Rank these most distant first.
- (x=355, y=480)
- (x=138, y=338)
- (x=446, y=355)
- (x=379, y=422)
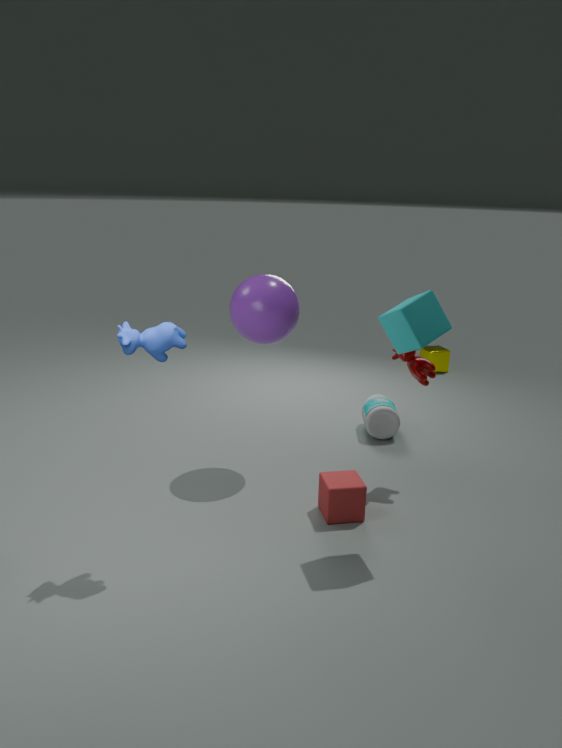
(x=446, y=355) < (x=379, y=422) < (x=355, y=480) < (x=138, y=338)
